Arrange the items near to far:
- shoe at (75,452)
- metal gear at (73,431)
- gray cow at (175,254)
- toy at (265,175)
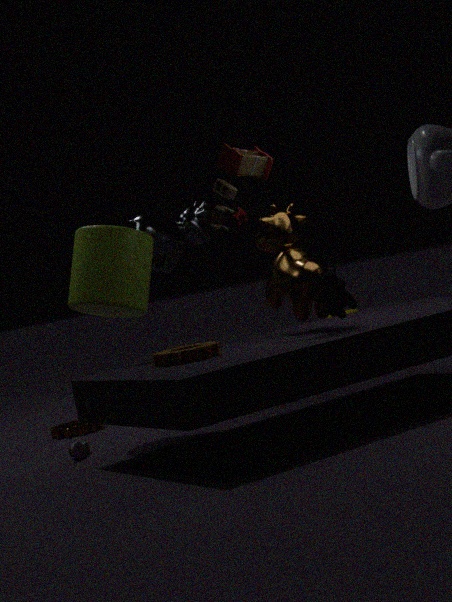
toy at (265,175), shoe at (75,452), metal gear at (73,431), gray cow at (175,254)
